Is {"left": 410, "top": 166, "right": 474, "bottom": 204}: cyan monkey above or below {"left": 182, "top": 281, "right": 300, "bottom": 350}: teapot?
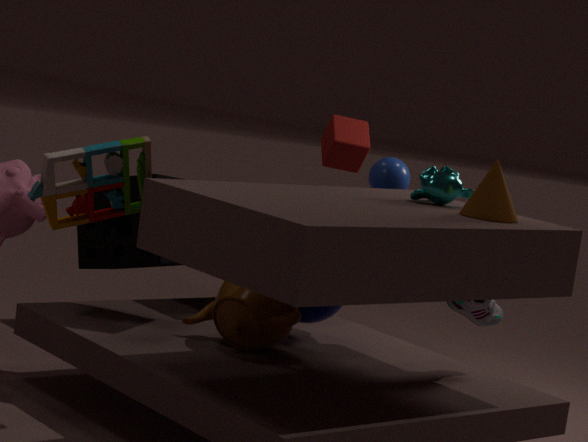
above
